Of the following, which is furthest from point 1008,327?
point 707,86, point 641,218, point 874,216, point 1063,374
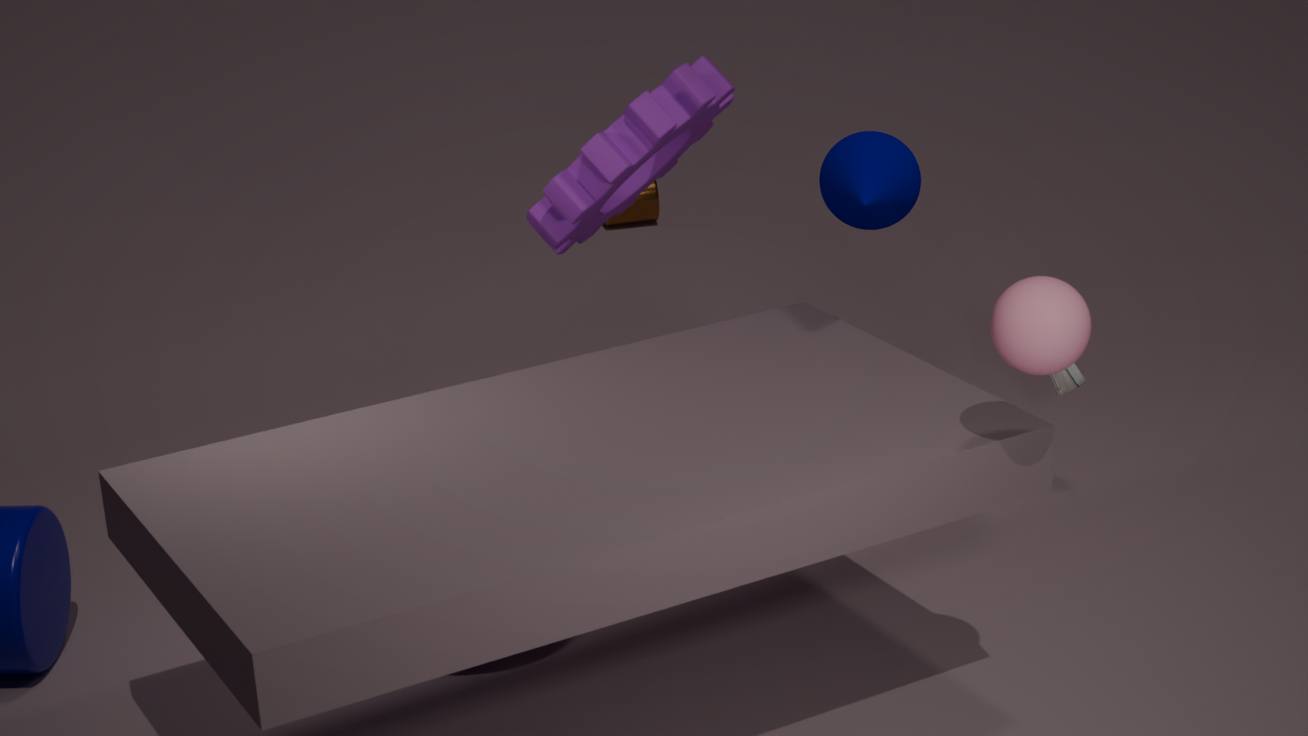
point 641,218
